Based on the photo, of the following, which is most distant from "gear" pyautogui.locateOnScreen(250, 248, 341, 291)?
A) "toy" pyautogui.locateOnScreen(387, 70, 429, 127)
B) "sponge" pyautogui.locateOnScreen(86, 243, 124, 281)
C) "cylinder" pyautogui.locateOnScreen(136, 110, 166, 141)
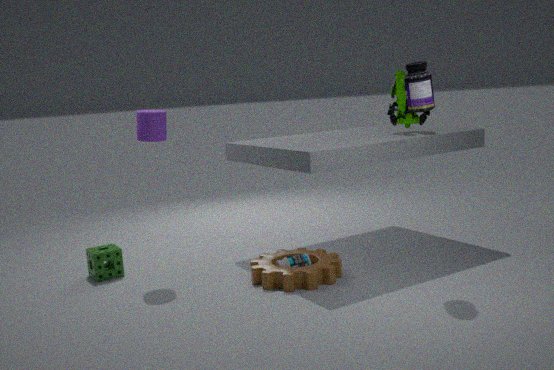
"toy" pyautogui.locateOnScreen(387, 70, 429, 127)
